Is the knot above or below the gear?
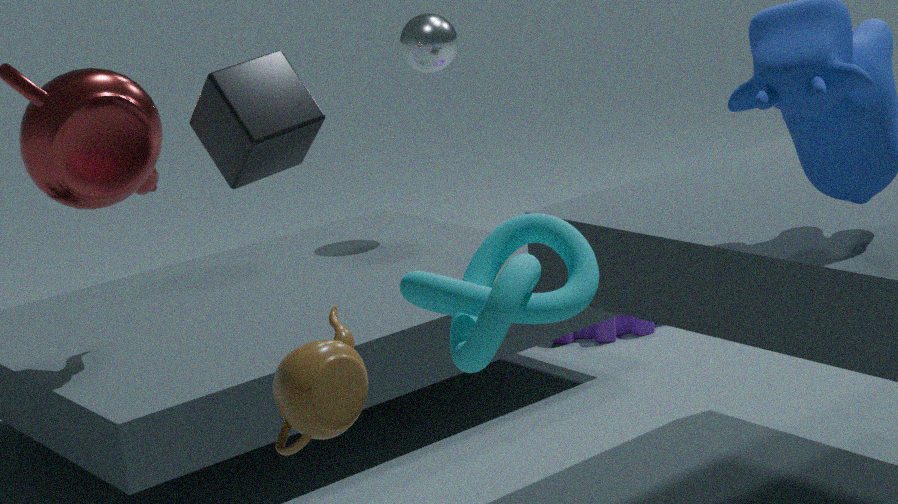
above
